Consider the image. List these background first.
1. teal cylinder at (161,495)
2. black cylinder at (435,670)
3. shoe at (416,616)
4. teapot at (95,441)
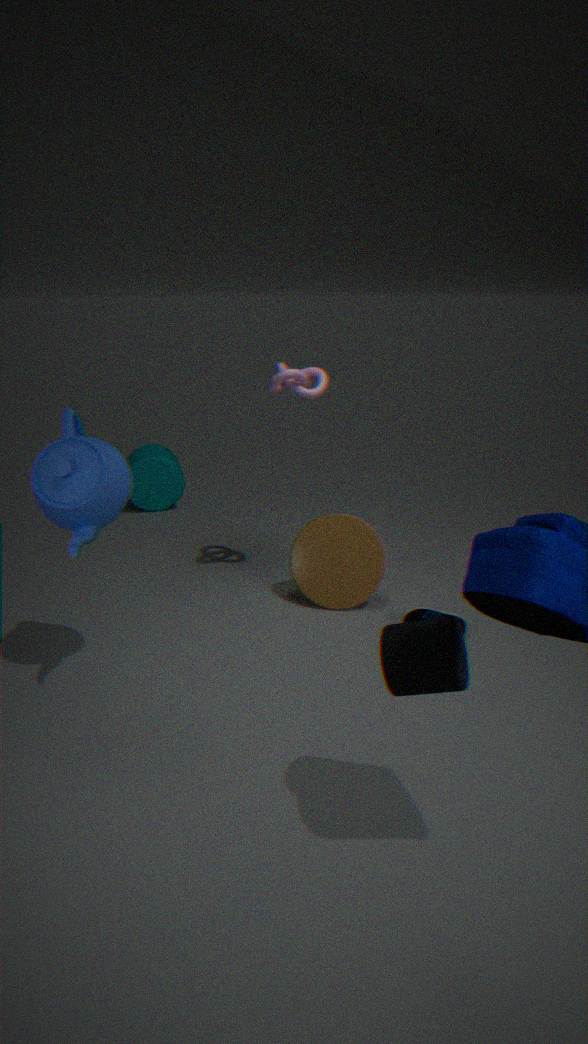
teal cylinder at (161,495)
shoe at (416,616)
teapot at (95,441)
black cylinder at (435,670)
